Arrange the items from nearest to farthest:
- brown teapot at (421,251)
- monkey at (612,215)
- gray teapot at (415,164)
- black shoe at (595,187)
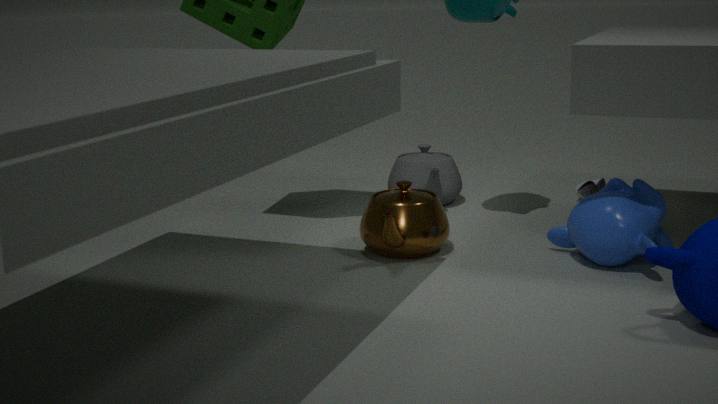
monkey at (612,215) < brown teapot at (421,251) < gray teapot at (415,164) < black shoe at (595,187)
